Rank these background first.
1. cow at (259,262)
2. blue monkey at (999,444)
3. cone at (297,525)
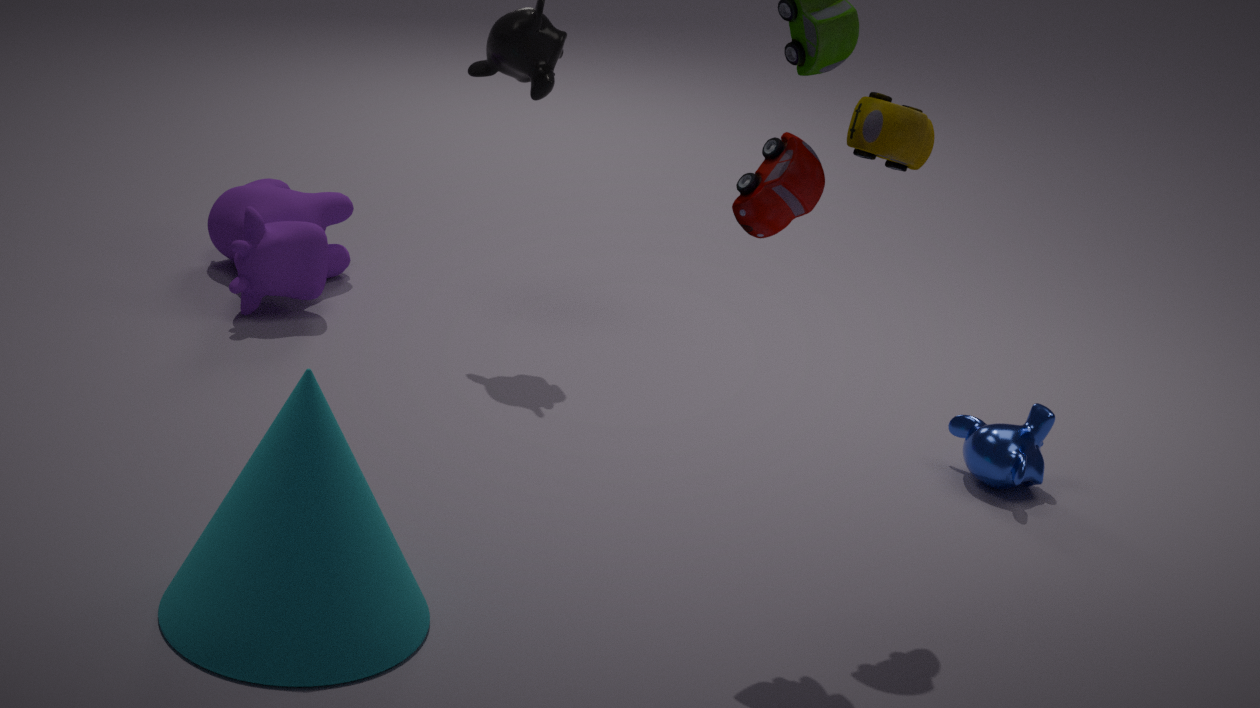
1. cow at (259,262)
2. blue monkey at (999,444)
3. cone at (297,525)
